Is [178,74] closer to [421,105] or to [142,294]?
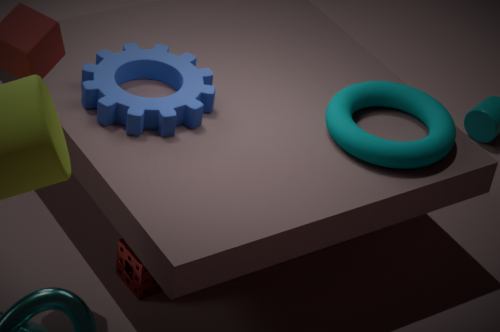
[142,294]
